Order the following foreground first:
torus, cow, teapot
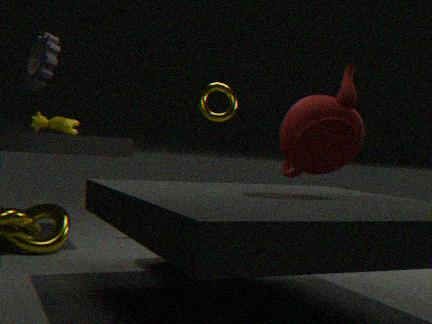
teapot < cow < torus
